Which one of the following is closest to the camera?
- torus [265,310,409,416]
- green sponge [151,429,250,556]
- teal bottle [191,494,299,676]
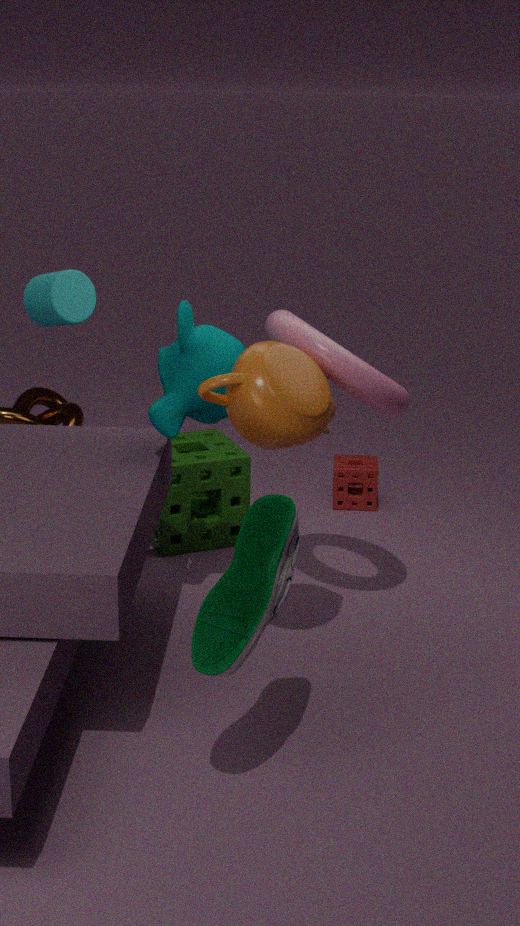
teal bottle [191,494,299,676]
